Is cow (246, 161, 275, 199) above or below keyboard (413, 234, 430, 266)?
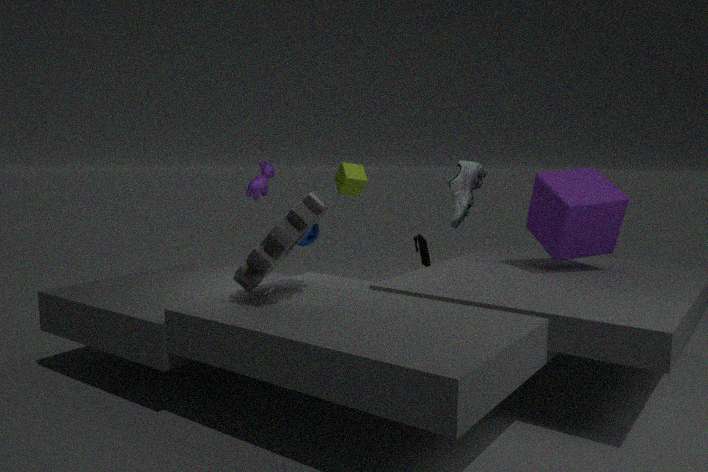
above
